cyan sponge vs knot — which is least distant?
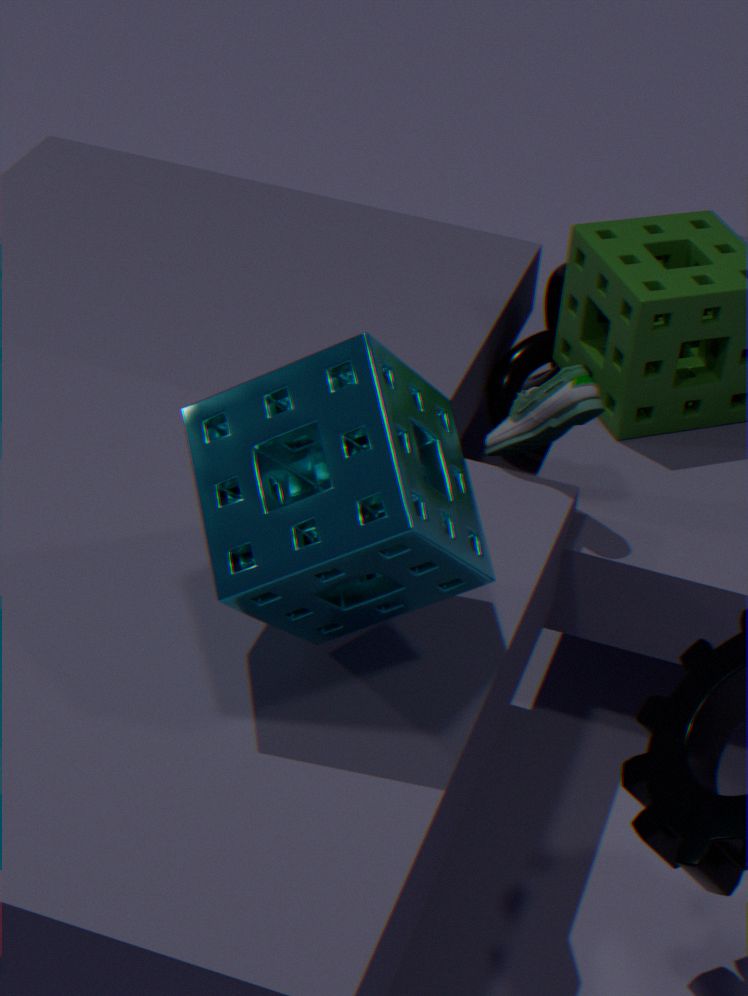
cyan sponge
